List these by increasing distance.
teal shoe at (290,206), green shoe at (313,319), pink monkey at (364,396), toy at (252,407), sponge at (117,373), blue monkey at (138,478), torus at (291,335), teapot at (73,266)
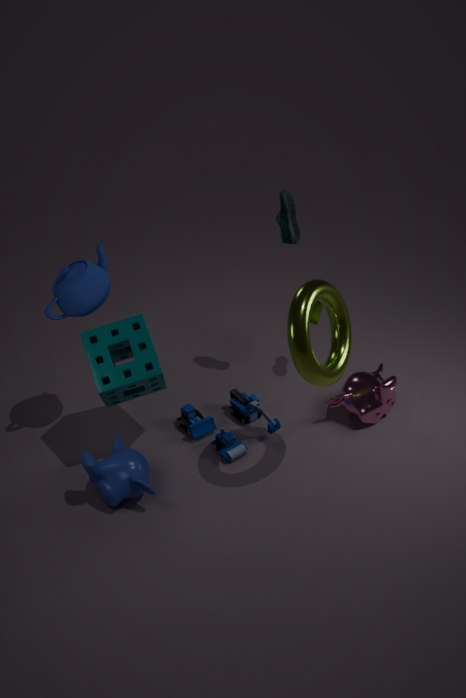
torus at (291,335)
blue monkey at (138,478)
sponge at (117,373)
teapot at (73,266)
toy at (252,407)
teal shoe at (290,206)
pink monkey at (364,396)
green shoe at (313,319)
